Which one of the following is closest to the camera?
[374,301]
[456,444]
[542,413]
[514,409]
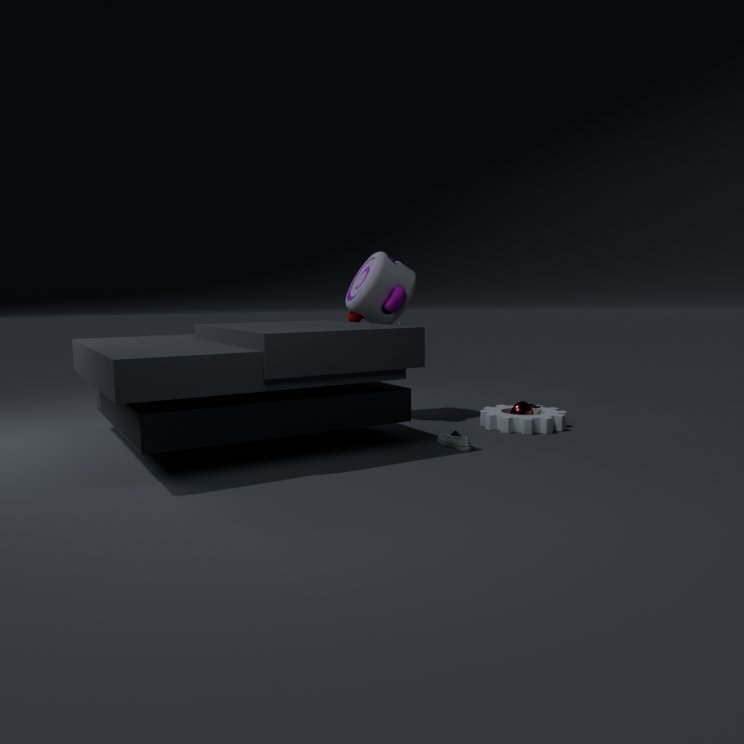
[456,444]
